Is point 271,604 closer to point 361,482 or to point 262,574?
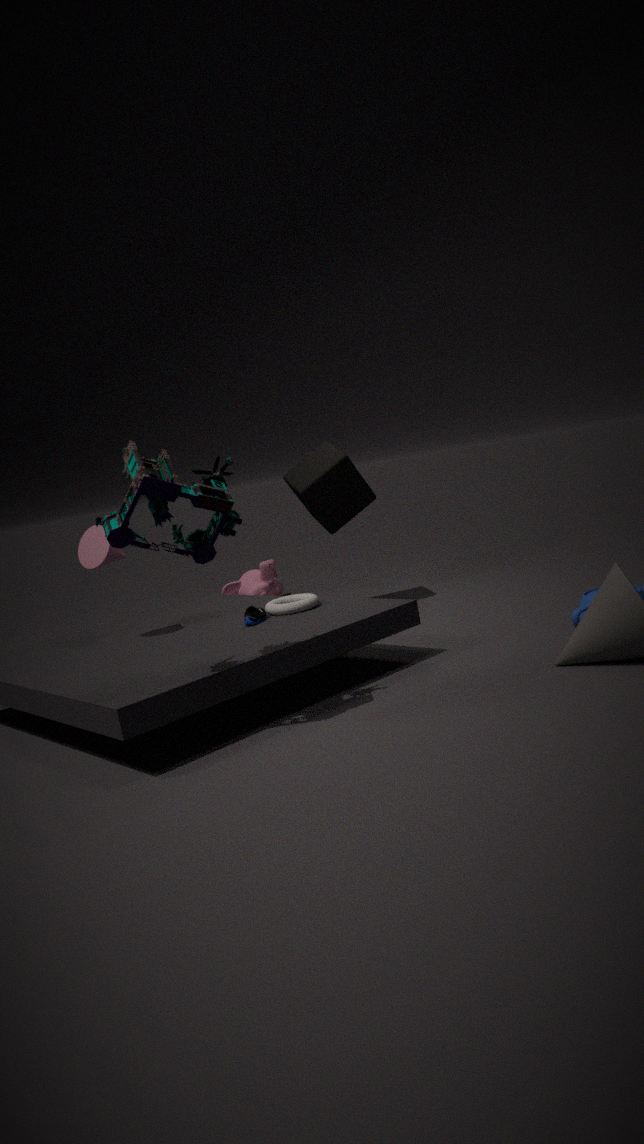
point 361,482
